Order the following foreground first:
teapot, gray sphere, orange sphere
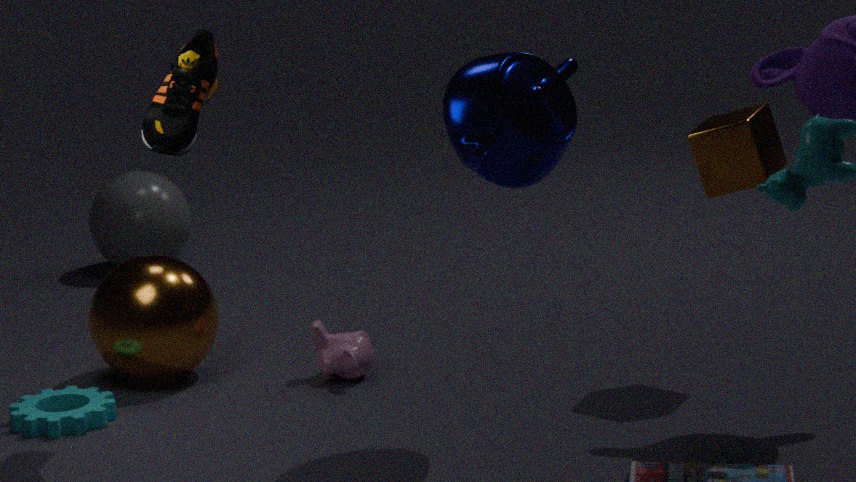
teapot, orange sphere, gray sphere
